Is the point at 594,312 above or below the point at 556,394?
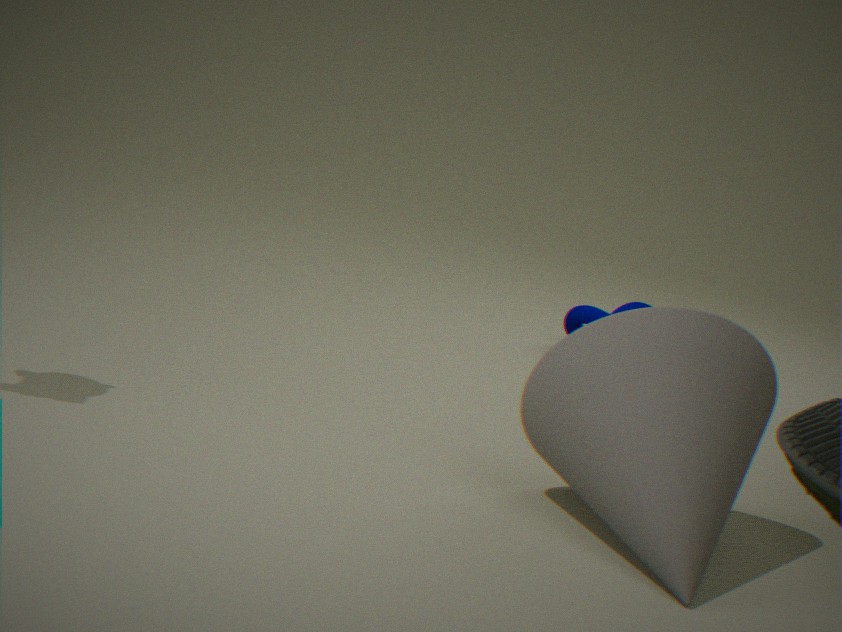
below
